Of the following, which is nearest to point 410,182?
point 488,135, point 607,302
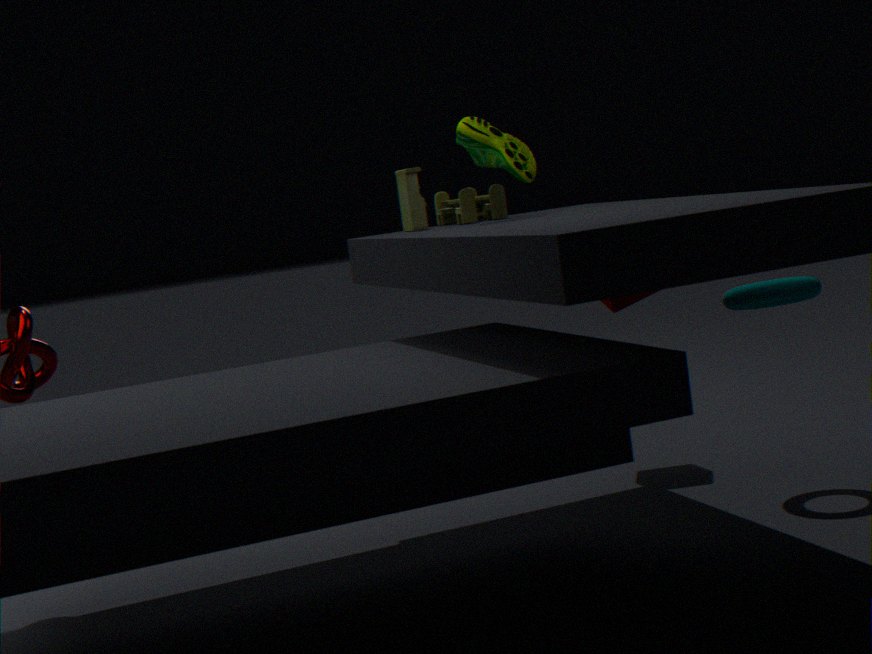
point 488,135
